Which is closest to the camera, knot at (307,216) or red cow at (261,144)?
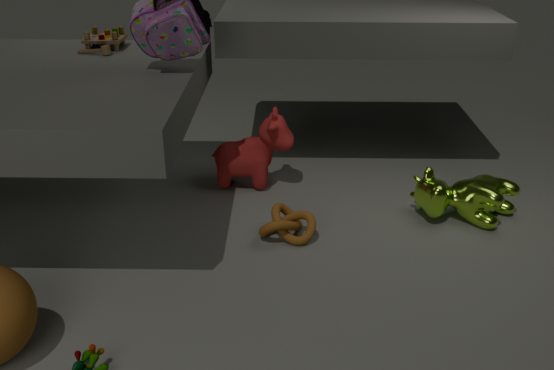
knot at (307,216)
